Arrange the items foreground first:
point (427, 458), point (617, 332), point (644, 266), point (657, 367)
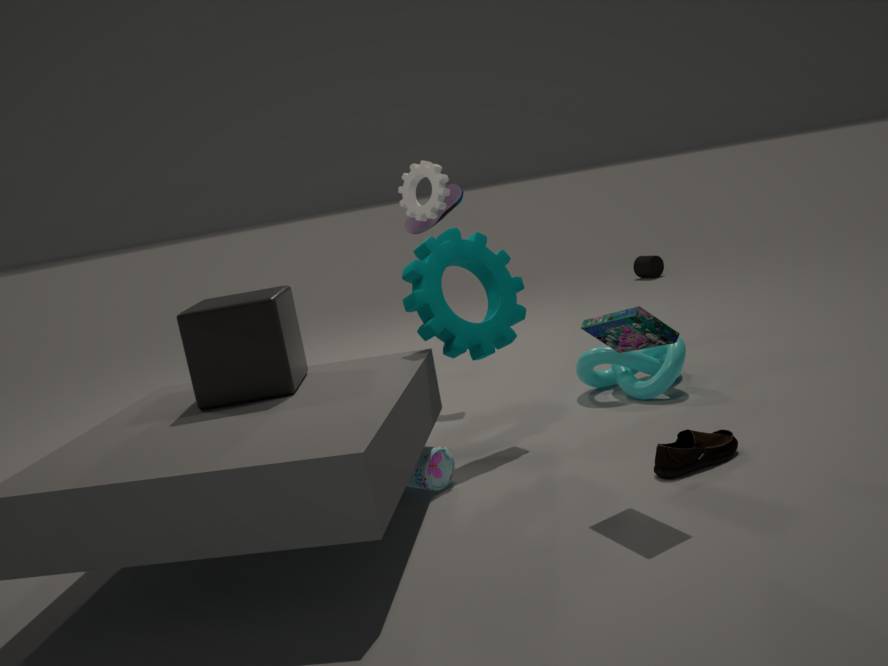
point (617, 332), point (427, 458), point (657, 367), point (644, 266)
